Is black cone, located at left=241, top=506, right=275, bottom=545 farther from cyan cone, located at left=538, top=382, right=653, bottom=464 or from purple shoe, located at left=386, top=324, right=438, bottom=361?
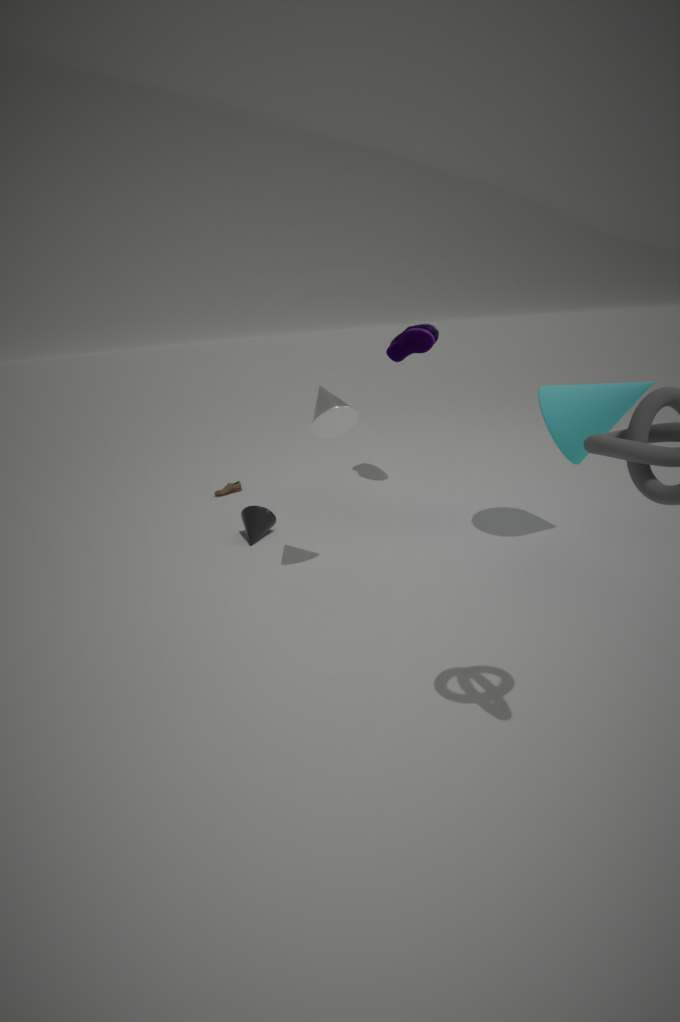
cyan cone, located at left=538, top=382, right=653, bottom=464
